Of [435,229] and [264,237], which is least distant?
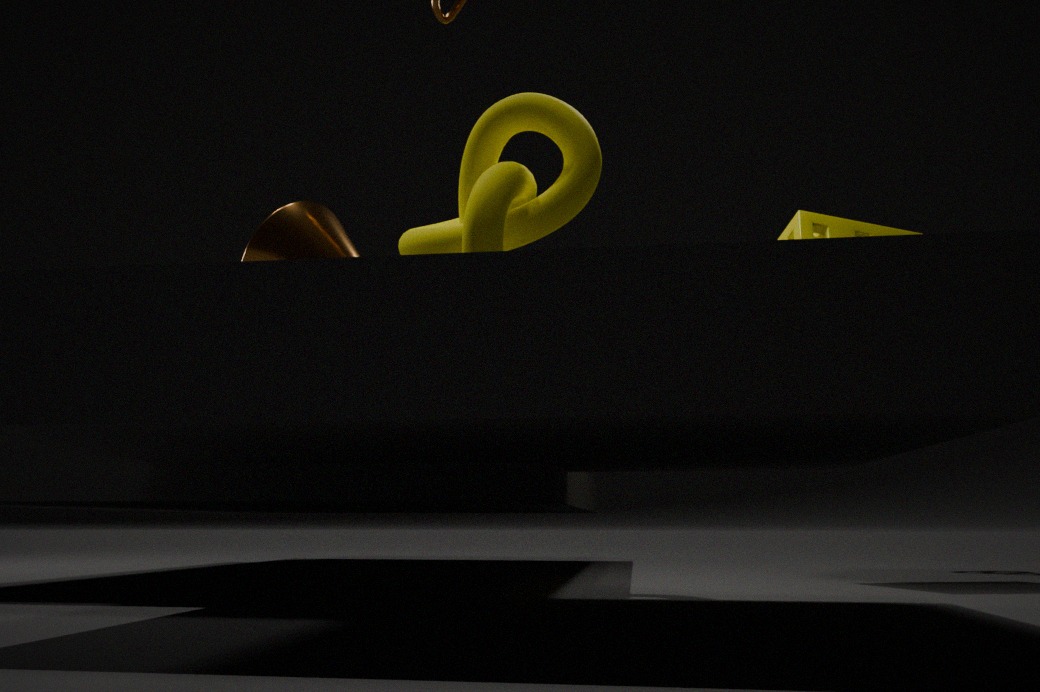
[264,237]
